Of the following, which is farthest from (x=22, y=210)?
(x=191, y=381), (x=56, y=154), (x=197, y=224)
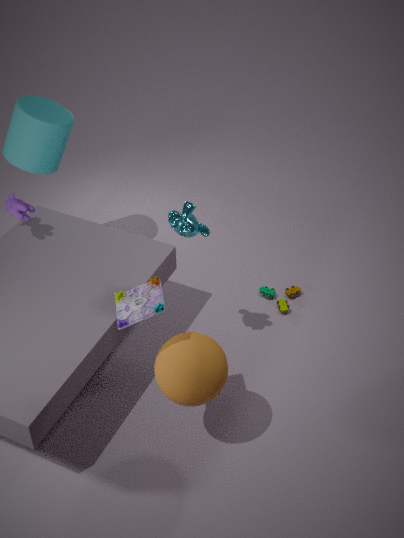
(x=191, y=381)
